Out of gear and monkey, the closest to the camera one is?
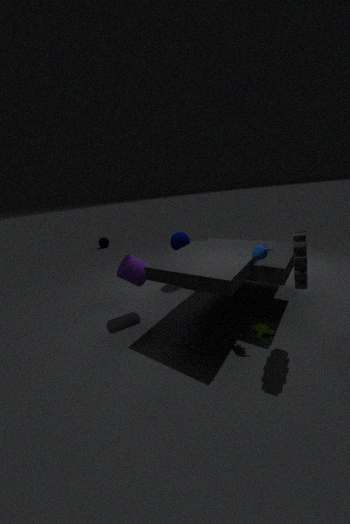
gear
